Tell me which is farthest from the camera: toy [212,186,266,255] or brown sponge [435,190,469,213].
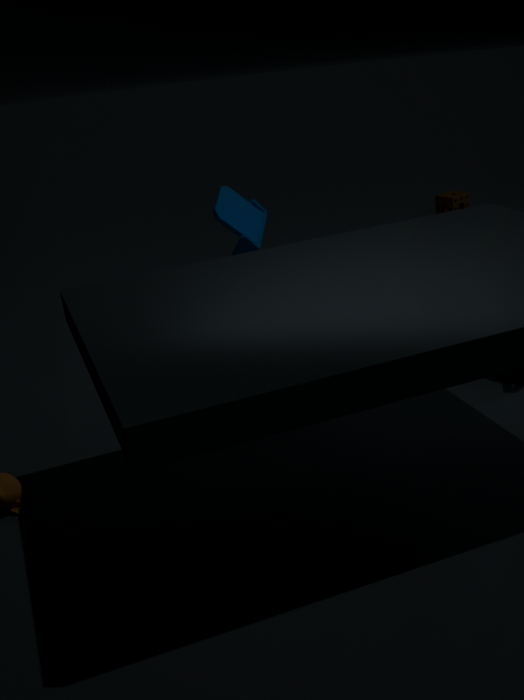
brown sponge [435,190,469,213]
